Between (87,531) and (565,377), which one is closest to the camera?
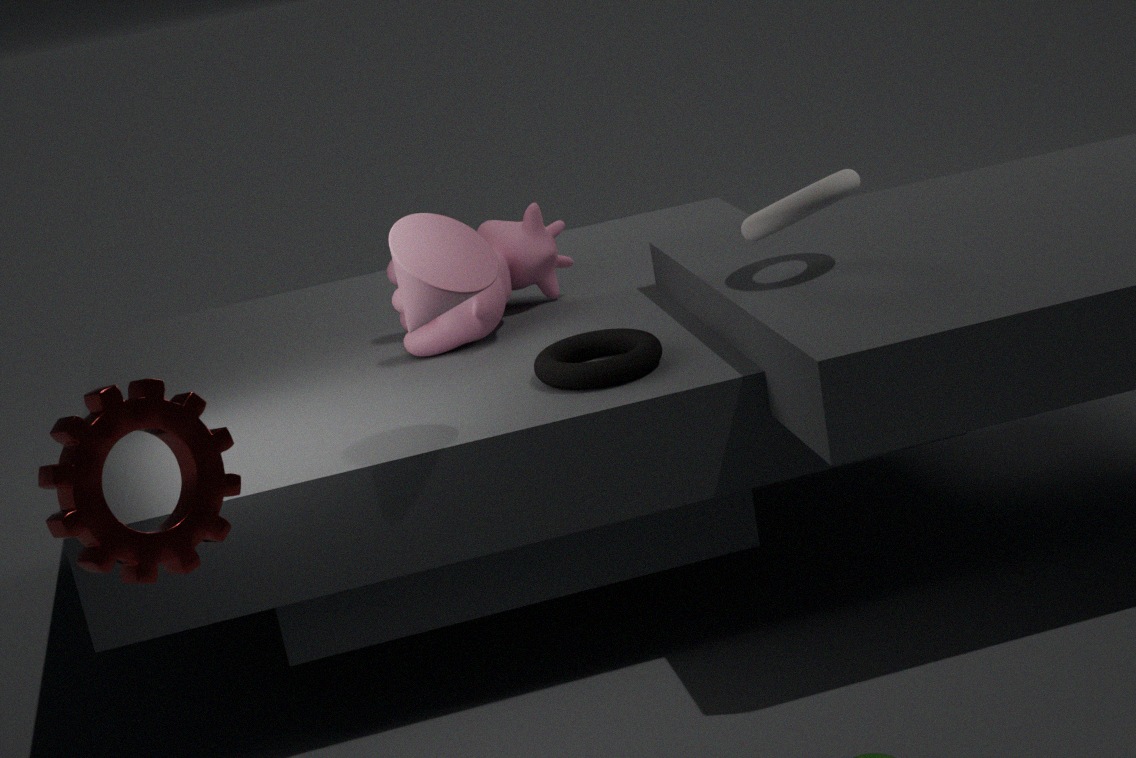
(87,531)
